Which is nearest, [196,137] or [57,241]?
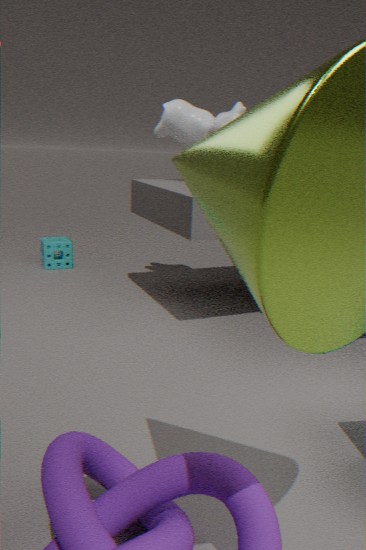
[196,137]
